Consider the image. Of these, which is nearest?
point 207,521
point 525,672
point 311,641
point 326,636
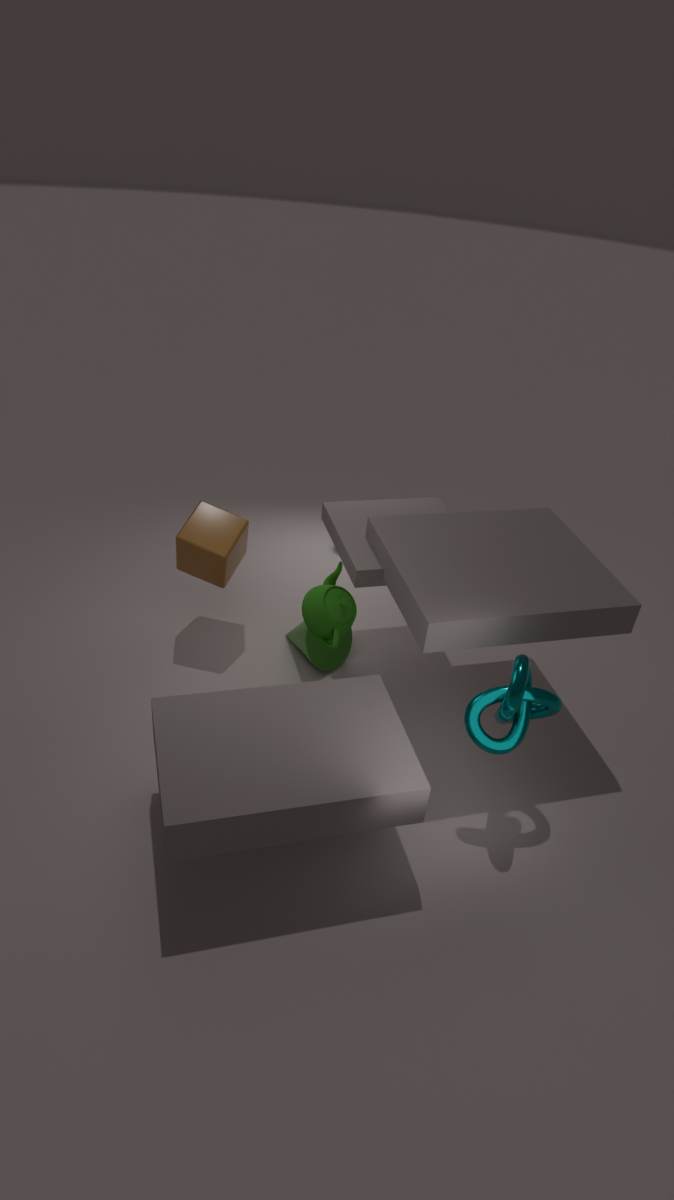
point 525,672
